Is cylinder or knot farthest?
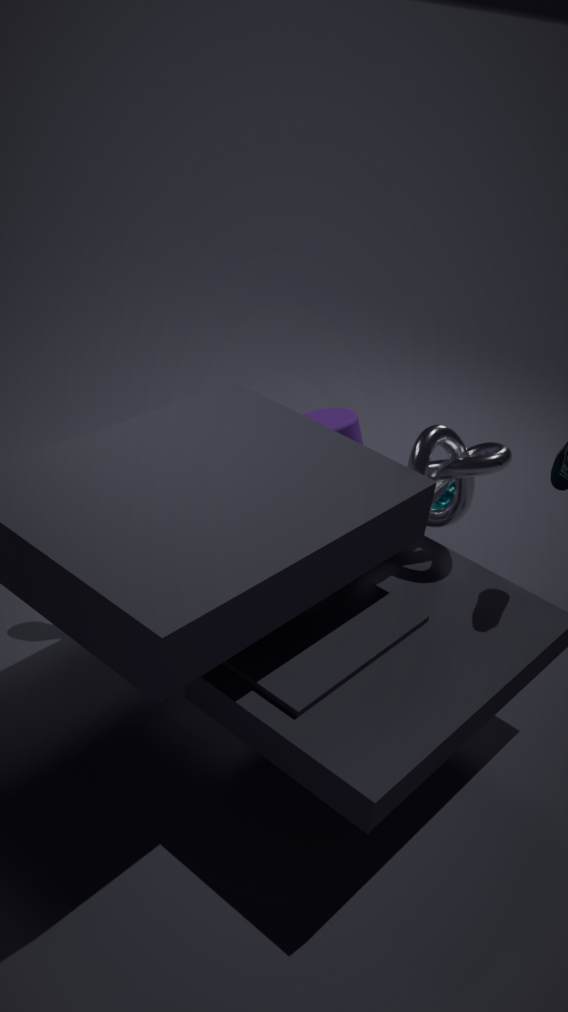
cylinder
